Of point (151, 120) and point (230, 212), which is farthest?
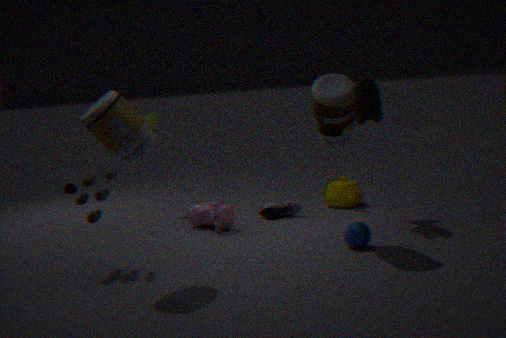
point (151, 120)
